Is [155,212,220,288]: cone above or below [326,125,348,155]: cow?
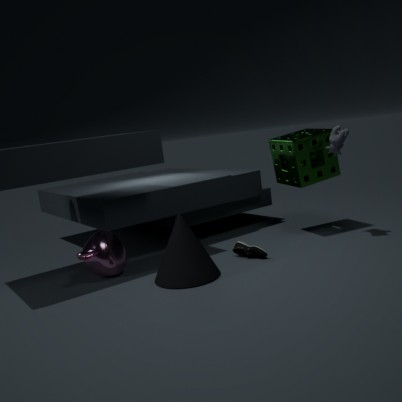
below
